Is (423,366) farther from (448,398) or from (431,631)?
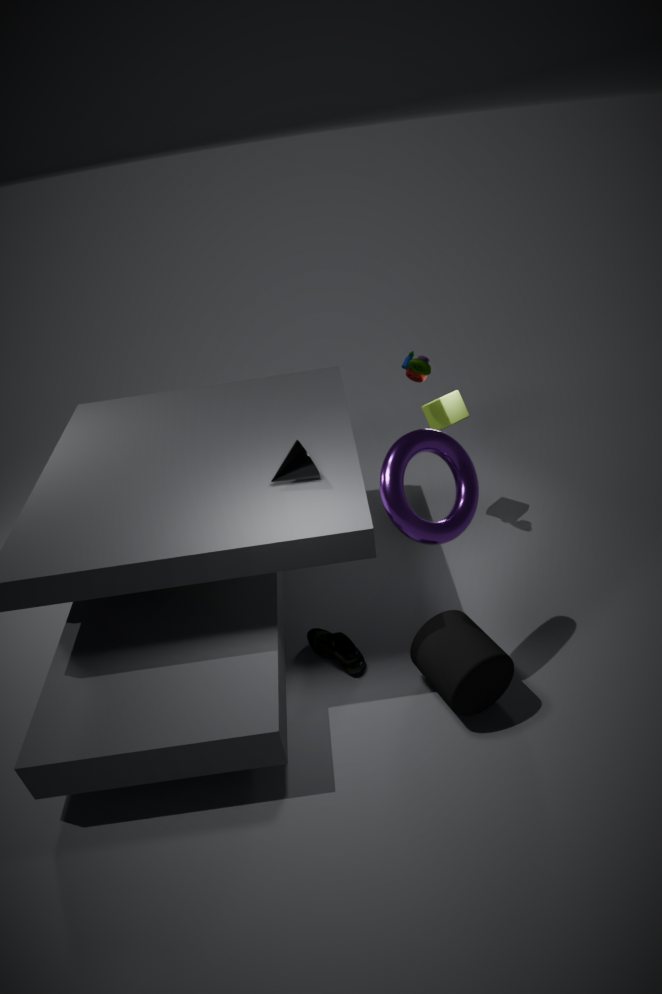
(431,631)
